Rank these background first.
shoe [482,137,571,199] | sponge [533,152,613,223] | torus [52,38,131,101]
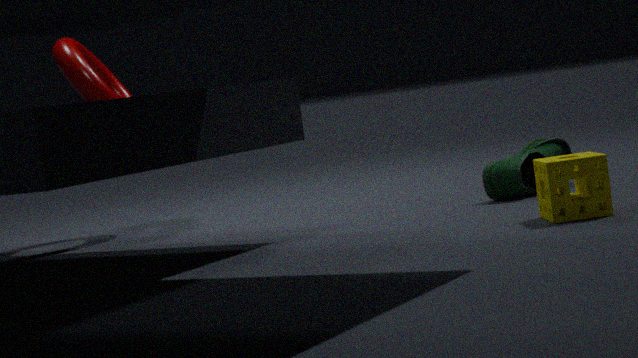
torus [52,38,131,101] < shoe [482,137,571,199] < sponge [533,152,613,223]
